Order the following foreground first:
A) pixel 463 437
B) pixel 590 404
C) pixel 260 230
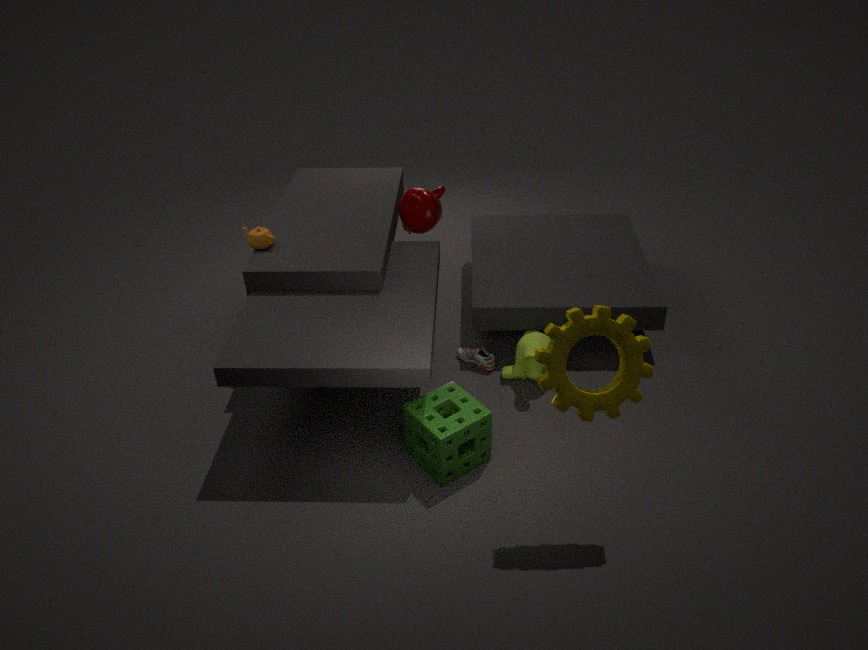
1. pixel 590 404
2. pixel 463 437
3. pixel 260 230
